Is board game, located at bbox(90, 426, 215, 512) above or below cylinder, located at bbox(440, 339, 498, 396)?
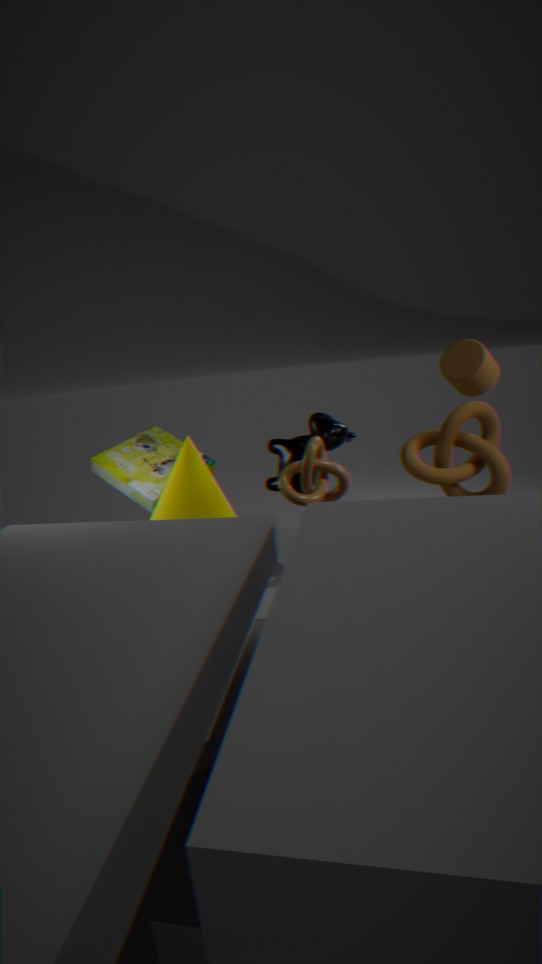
below
